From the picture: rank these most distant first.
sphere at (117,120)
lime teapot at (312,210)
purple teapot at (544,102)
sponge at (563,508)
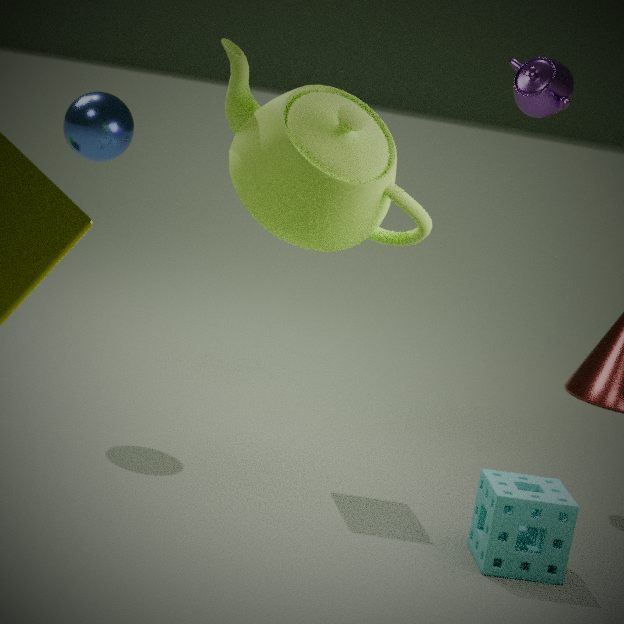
purple teapot at (544,102) < sphere at (117,120) < sponge at (563,508) < lime teapot at (312,210)
